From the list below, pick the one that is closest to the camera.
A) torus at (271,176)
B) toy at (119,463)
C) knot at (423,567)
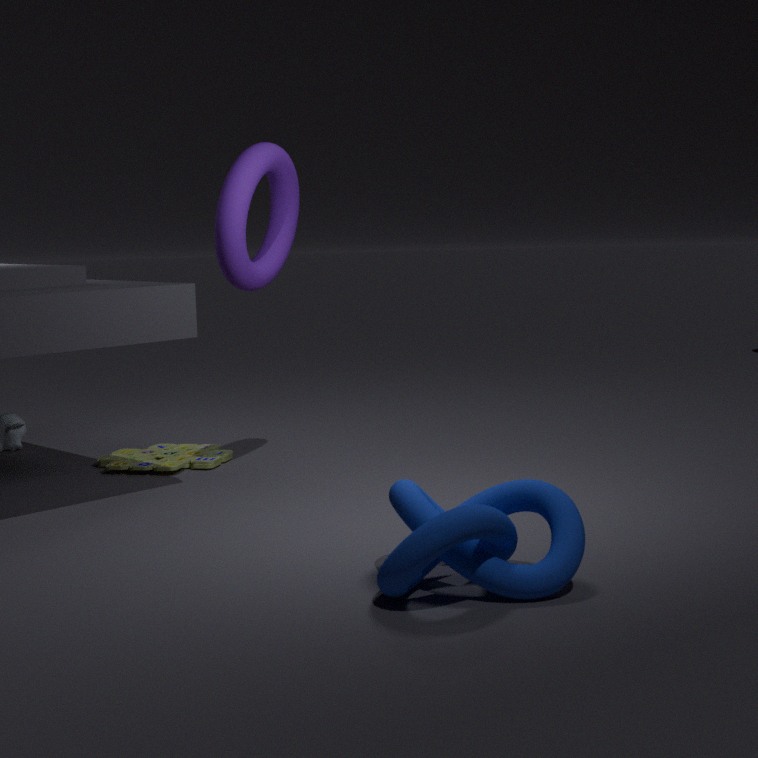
knot at (423,567)
